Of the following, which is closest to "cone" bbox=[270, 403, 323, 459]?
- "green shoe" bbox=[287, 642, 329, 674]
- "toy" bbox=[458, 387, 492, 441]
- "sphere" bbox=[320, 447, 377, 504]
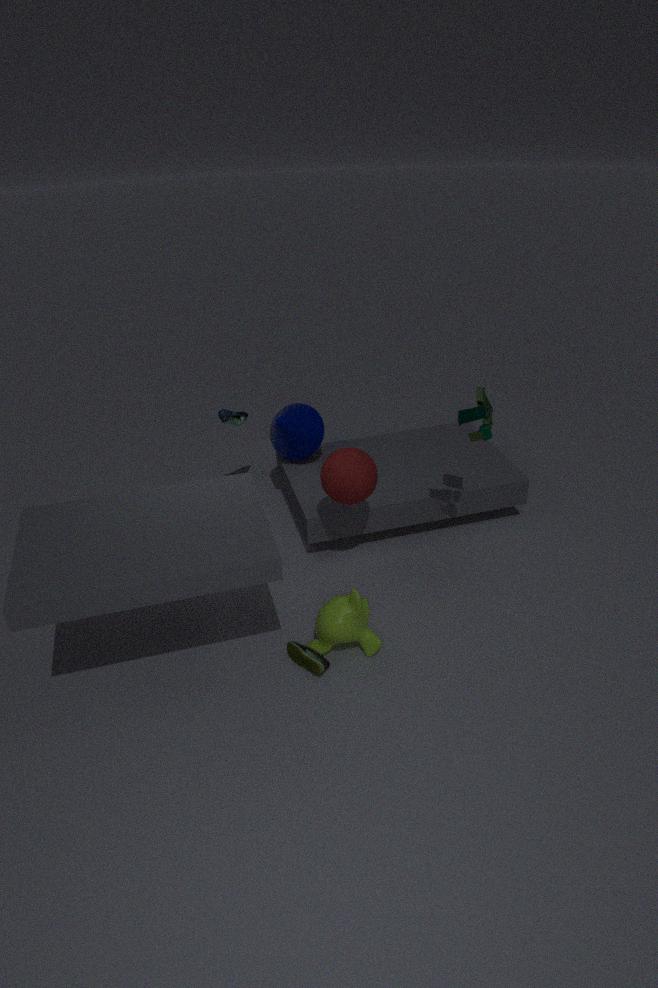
"sphere" bbox=[320, 447, 377, 504]
